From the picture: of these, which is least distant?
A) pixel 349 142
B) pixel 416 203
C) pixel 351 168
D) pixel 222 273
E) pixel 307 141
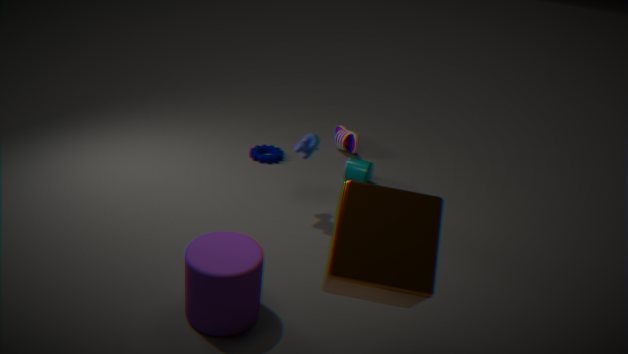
pixel 416 203
